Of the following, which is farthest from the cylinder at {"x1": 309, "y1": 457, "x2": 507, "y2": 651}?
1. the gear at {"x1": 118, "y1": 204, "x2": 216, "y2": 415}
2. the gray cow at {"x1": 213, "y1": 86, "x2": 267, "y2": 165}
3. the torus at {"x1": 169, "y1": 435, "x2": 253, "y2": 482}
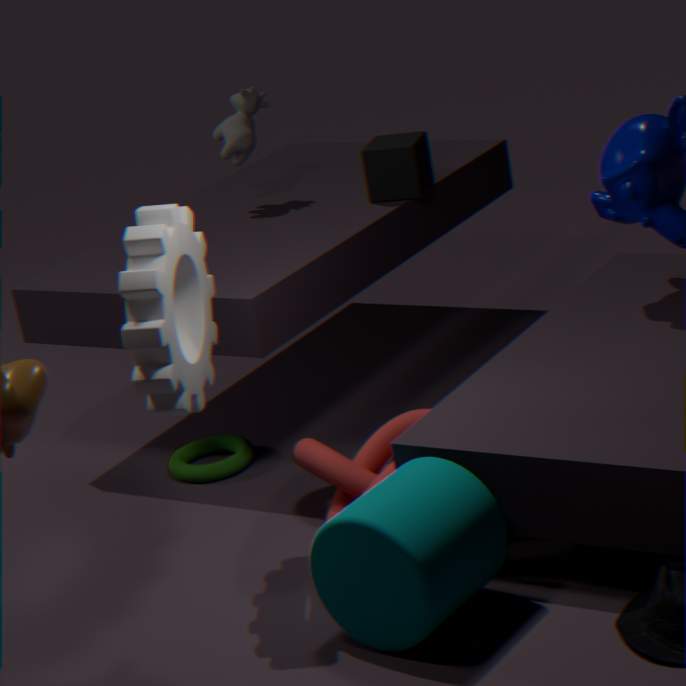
the gray cow at {"x1": 213, "y1": 86, "x2": 267, "y2": 165}
